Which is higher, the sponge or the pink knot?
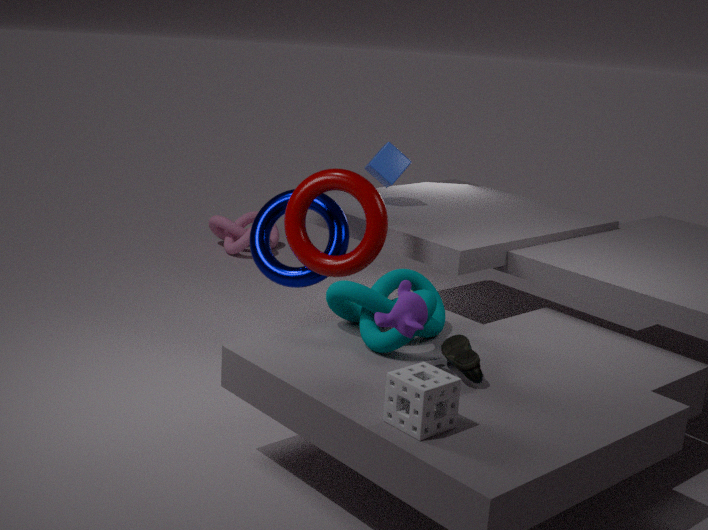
the sponge
